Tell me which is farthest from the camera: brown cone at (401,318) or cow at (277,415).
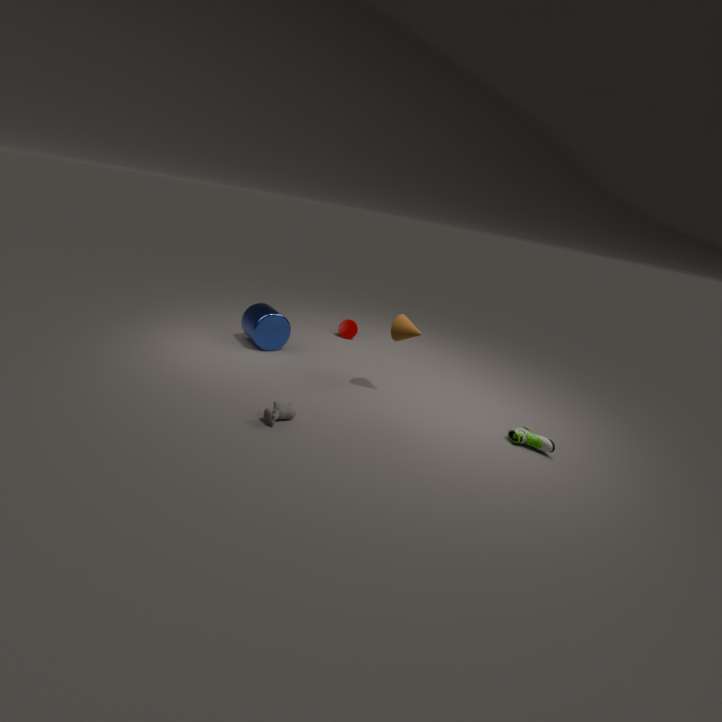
brown cone at (401,318)
